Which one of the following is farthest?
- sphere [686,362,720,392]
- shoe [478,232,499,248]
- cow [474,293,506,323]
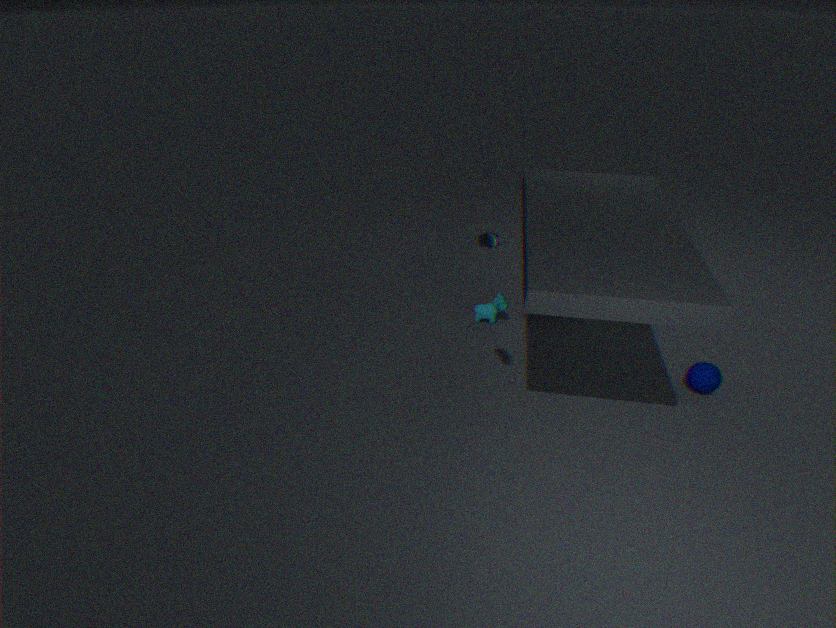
cow [474,293,506,323]
